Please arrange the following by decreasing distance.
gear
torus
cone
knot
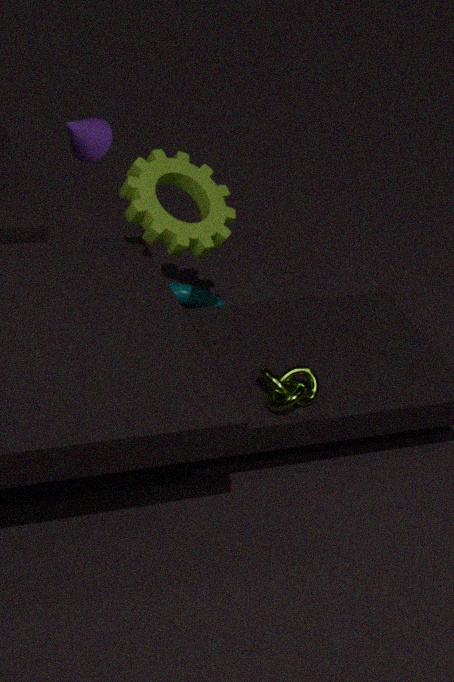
1. torus
2. gear
3. cone
4. knot
